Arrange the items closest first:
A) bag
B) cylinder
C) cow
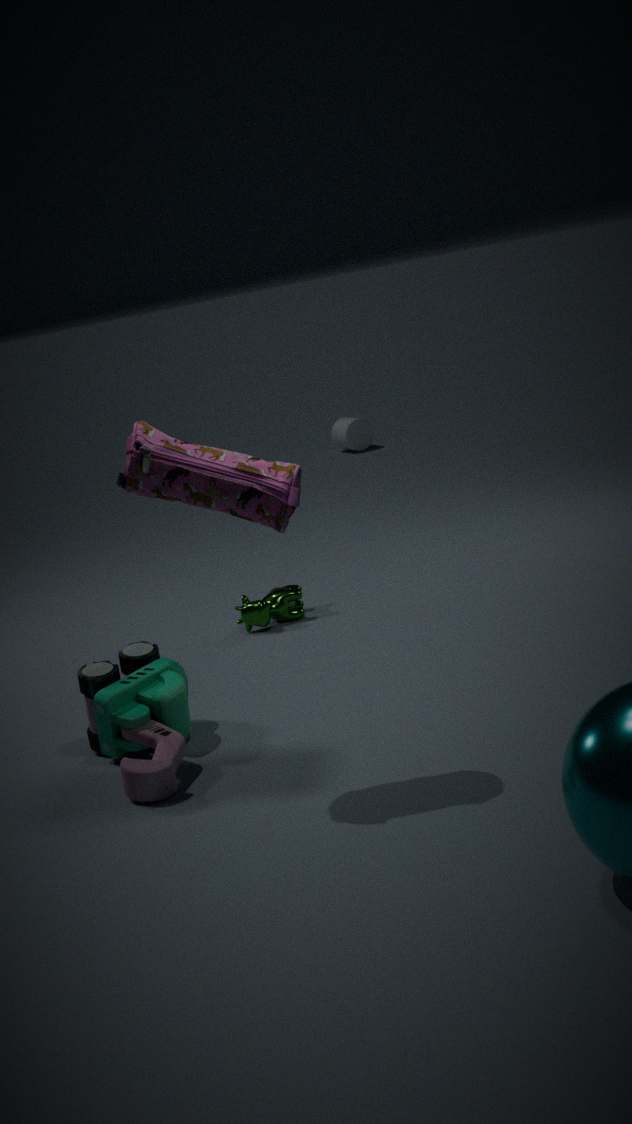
1. bag
2. cow
3. cylinder
